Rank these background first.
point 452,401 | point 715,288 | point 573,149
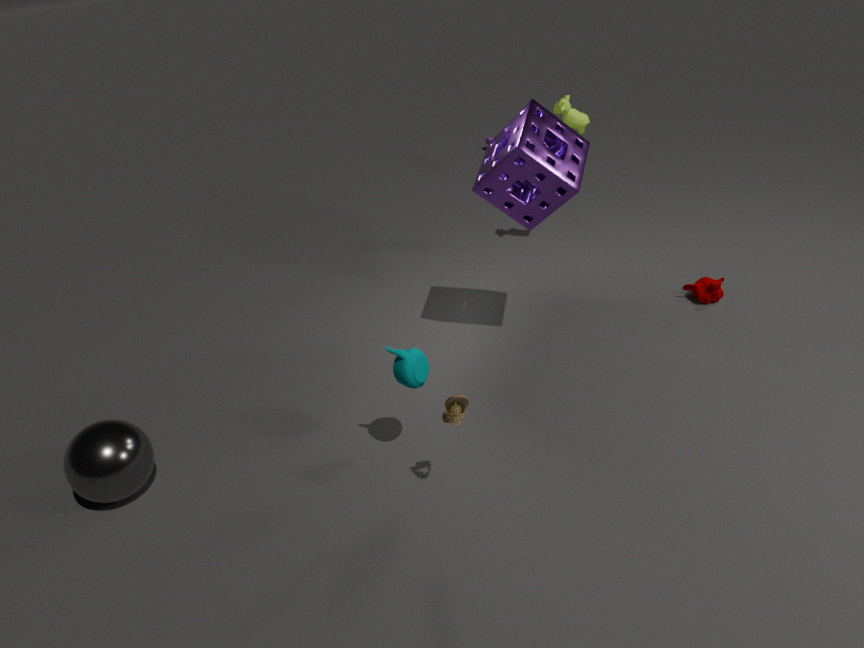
point 715,288 → point 573,149 → point 452,401
